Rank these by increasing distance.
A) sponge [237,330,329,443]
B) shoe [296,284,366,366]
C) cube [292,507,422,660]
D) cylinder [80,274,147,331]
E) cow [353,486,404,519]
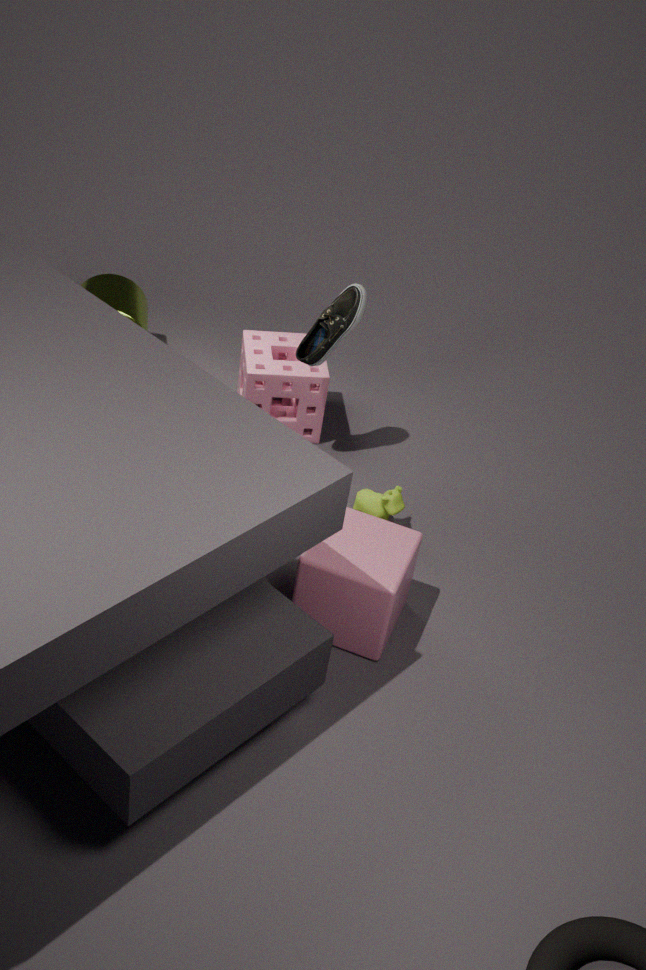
1. cube [292,507,422,660]
2. shoe [296,284,366,366]
3. cow [353,486,404,519]
4. sponge [237,330,329,443]
5. cylinder [80,274,147,331]
